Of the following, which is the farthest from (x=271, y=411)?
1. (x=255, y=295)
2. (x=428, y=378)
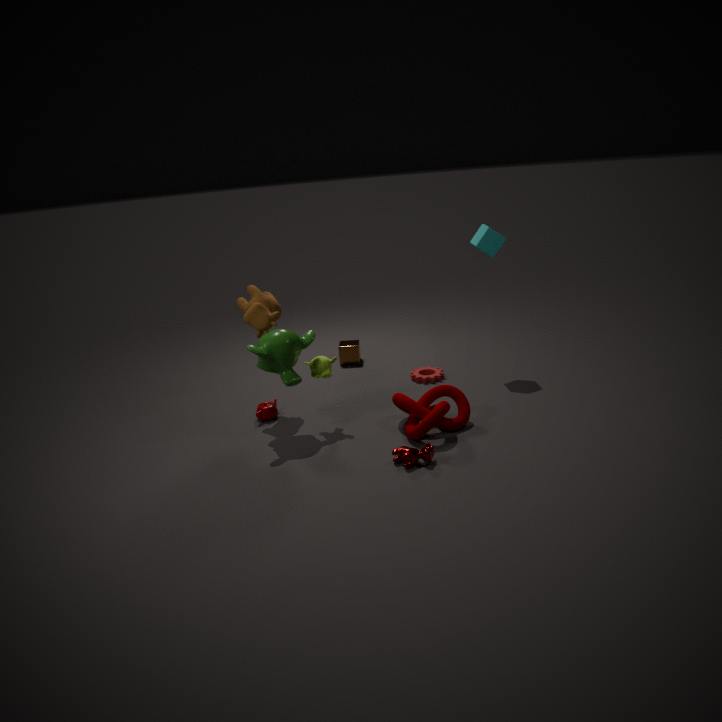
(x=428, y=378)
